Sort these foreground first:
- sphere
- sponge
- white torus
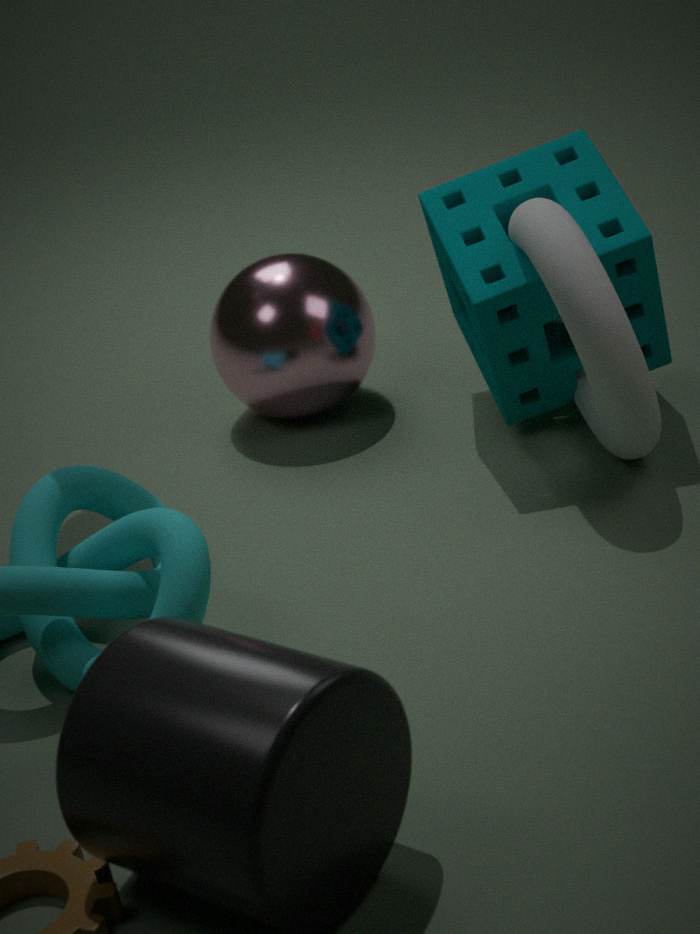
white torus < sponge < sphere
